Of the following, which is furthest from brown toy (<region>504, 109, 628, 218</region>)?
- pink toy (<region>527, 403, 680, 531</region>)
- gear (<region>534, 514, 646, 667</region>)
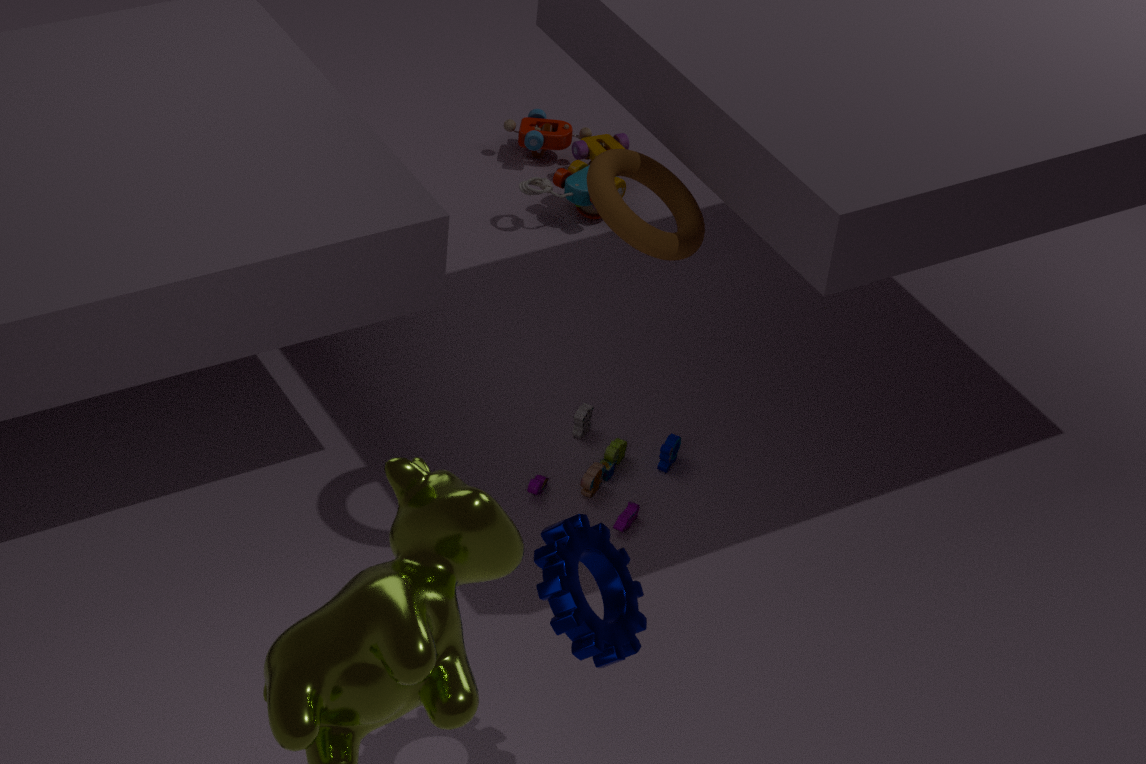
gear (<region>534, 514, 646, 667</region>)
